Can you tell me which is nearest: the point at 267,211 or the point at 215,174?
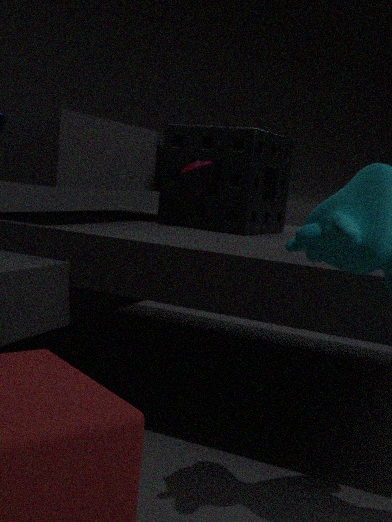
the point at 215,174
